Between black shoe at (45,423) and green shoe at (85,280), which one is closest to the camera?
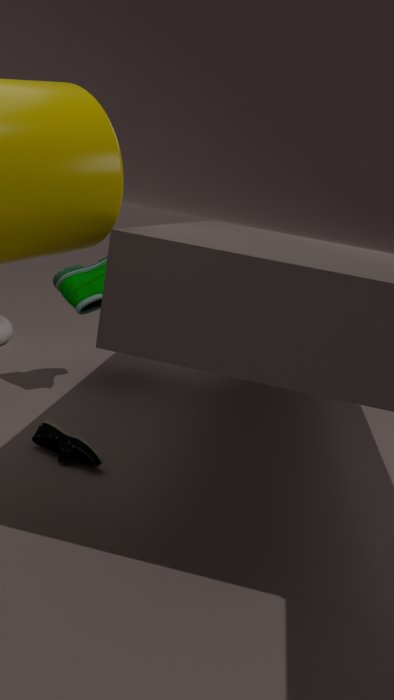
black shoe at (45,423)
